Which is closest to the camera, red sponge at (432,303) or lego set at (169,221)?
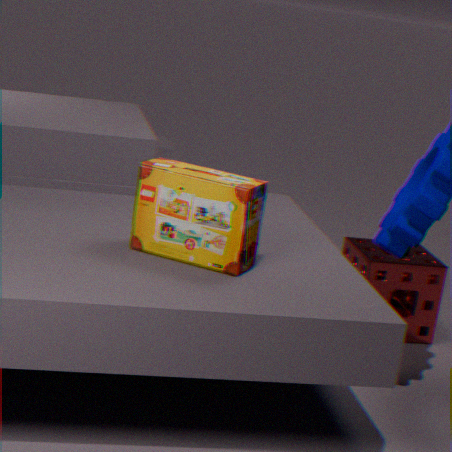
lego set at (169,221)
